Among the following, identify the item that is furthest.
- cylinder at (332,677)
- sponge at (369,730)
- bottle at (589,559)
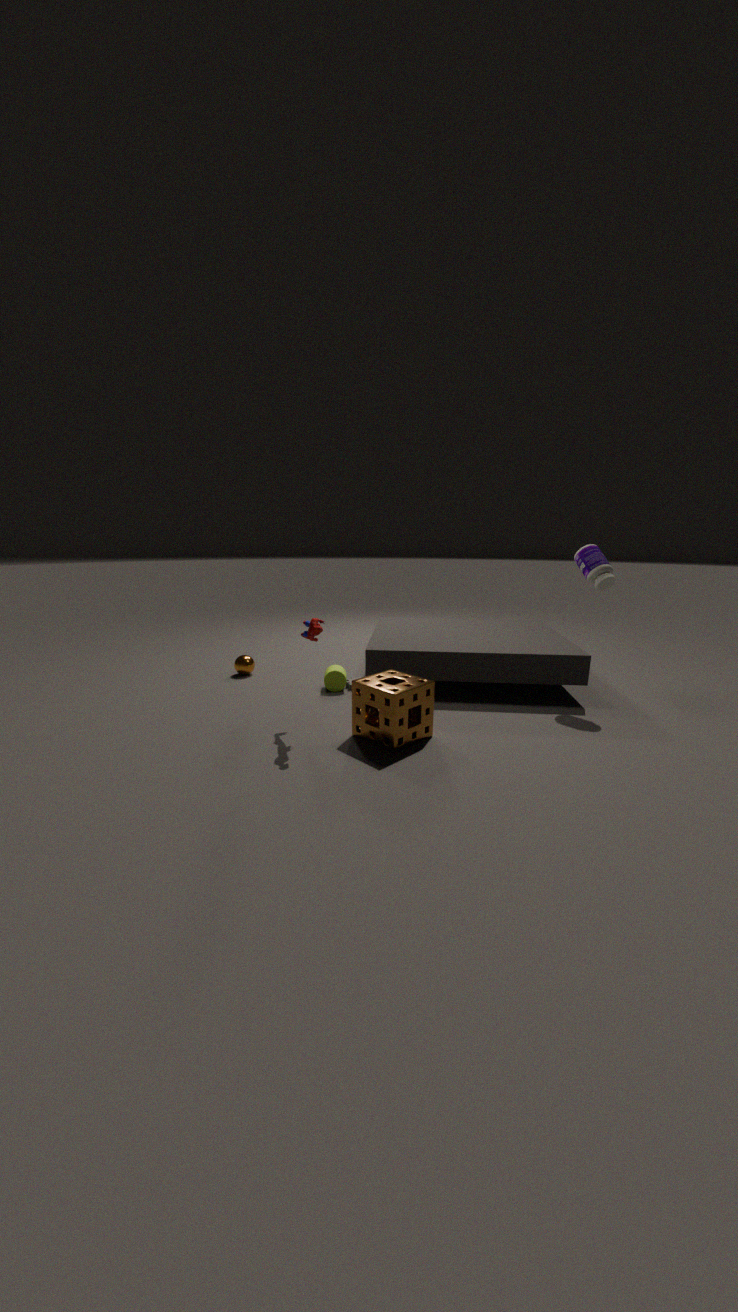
cylinder at (332,677)
